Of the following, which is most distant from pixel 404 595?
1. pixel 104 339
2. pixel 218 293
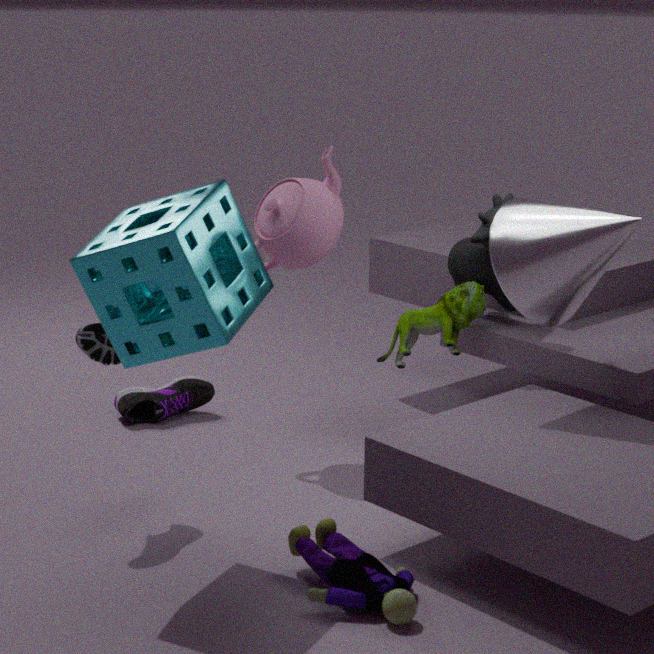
pixel 104 339
